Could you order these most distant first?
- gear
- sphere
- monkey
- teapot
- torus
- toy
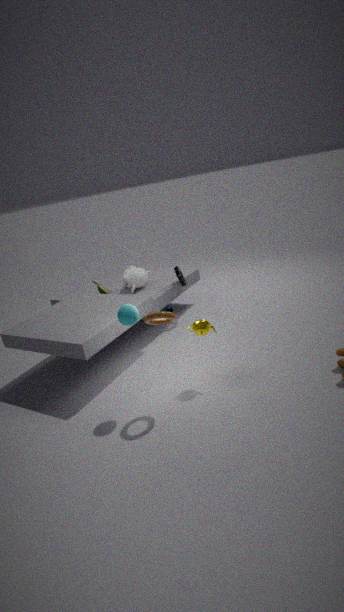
monkey, gear, toy, teapot, sphere, torus
